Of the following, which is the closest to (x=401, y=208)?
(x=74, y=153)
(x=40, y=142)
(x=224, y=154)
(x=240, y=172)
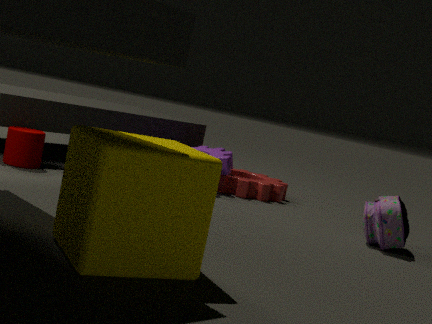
(x=240, y=172)
